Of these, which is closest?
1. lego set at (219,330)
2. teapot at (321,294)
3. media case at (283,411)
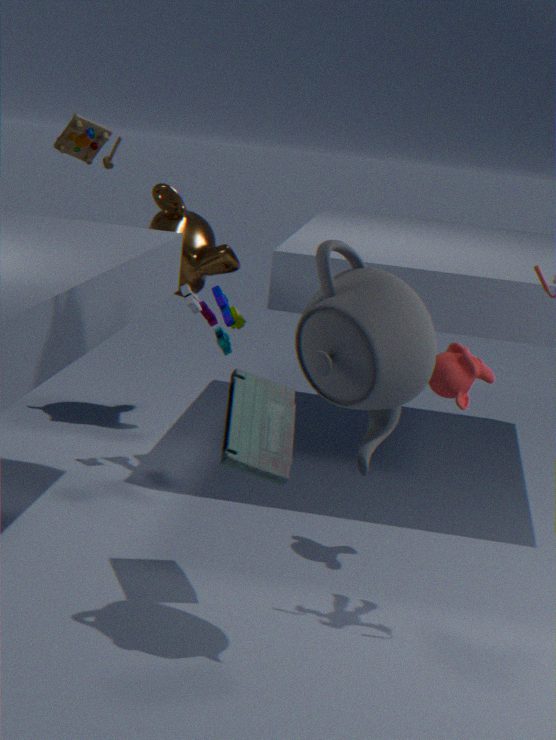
teapot at (321,294)
